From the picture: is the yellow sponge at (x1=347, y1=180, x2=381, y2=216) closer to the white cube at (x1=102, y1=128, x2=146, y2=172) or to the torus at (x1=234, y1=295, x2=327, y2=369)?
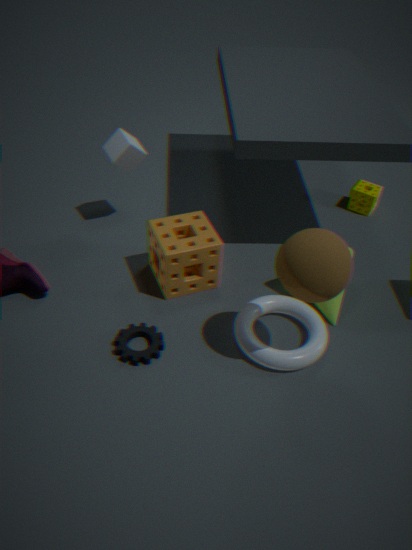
the torus at (x1=234, y1=295, x2=327, y2=369)
